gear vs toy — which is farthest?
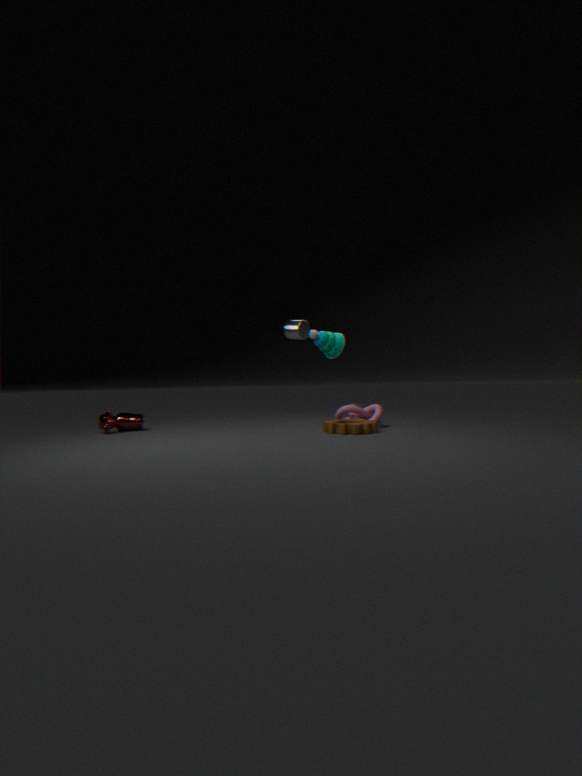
toy
